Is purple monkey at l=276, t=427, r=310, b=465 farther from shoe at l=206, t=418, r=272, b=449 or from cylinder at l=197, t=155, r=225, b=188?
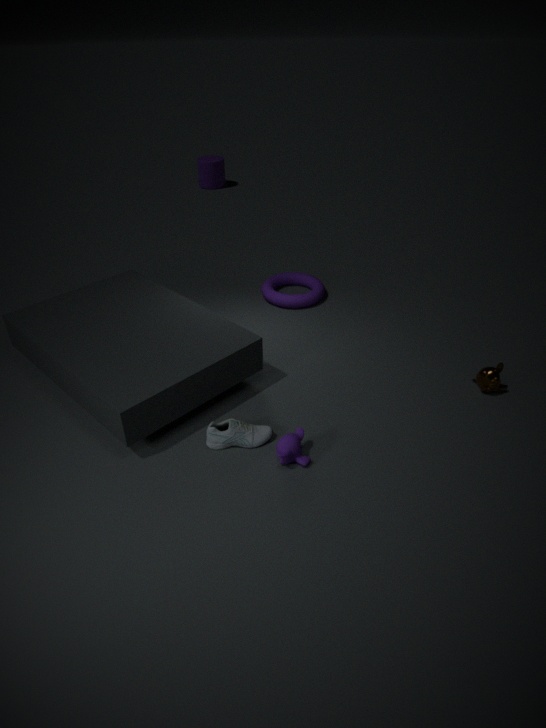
cylinder at l=197, t=155, r=225, b=188
